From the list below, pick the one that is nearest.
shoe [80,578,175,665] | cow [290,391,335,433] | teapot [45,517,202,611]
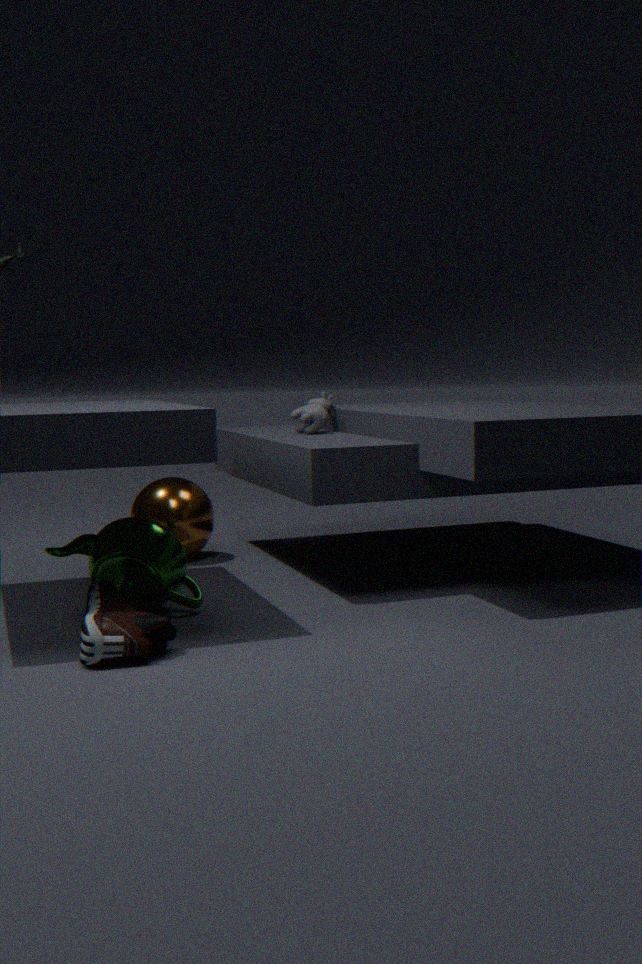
shoe [80,578,175,665]
